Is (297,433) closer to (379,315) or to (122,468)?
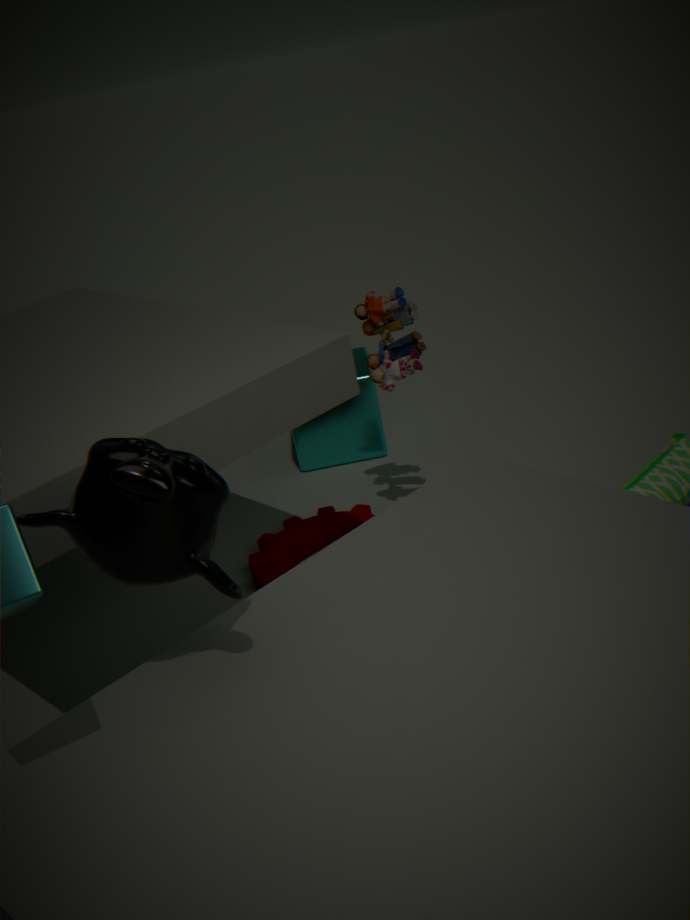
(379,315)
